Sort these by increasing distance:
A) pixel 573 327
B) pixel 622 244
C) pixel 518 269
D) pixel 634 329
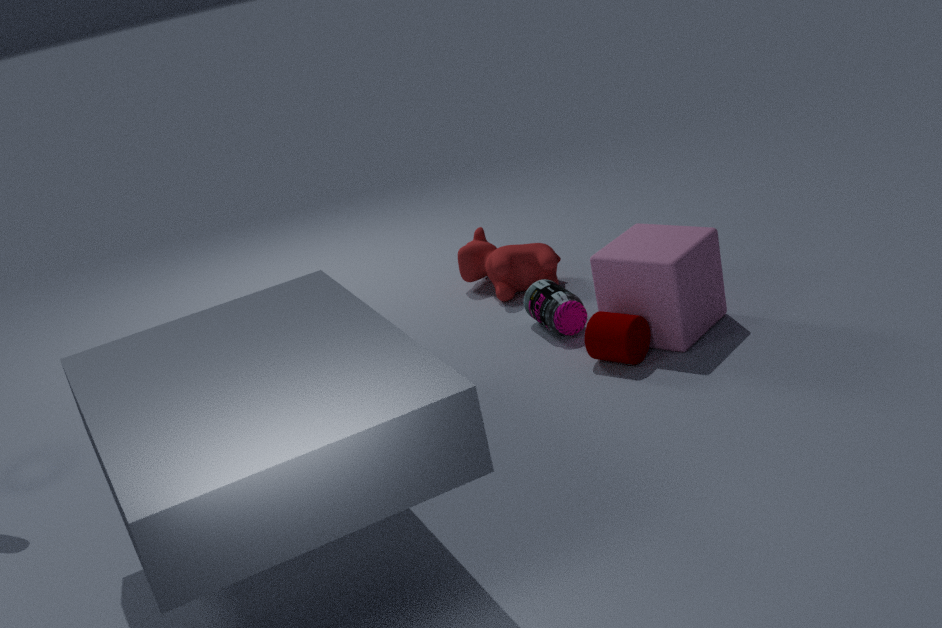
pixel 634 329 → pixel 622 244 → pixel 573 327 → pixel 518 269
